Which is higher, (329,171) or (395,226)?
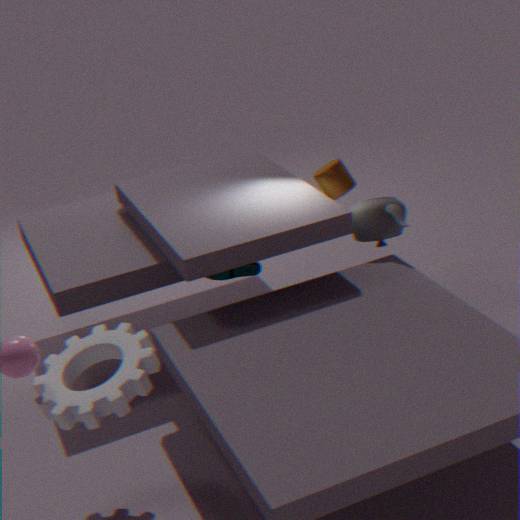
(329,171)
